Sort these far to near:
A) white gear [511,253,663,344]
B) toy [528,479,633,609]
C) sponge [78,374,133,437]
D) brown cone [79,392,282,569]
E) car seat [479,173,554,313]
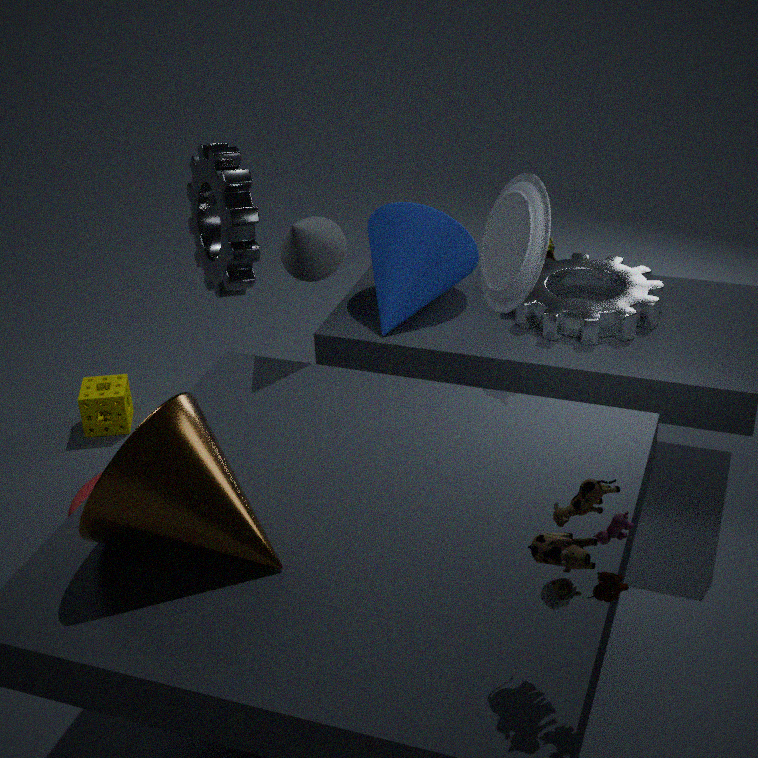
sponge [78,374,133,437]
white gear [511,253,663,344]
car seat [479,173,554,313]
brown cone [79,392,282,569]
toy [528,479,633,609]
